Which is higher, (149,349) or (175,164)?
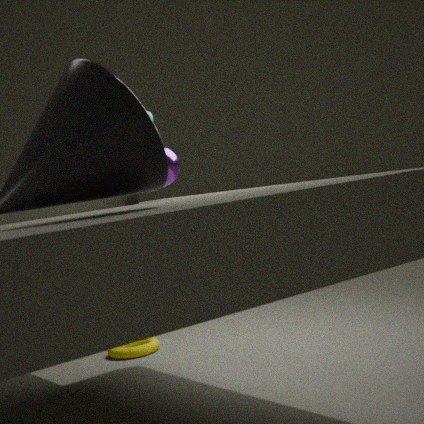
(175,164)
